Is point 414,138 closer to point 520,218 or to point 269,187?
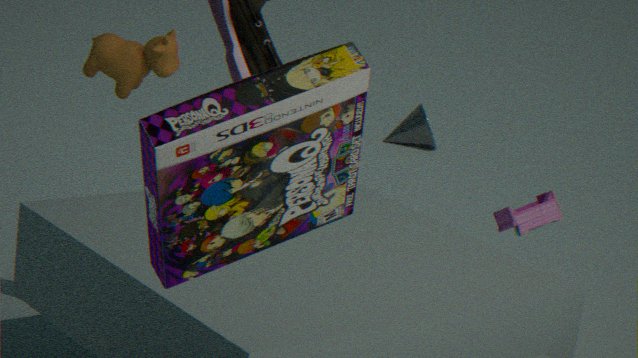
point 520,218
